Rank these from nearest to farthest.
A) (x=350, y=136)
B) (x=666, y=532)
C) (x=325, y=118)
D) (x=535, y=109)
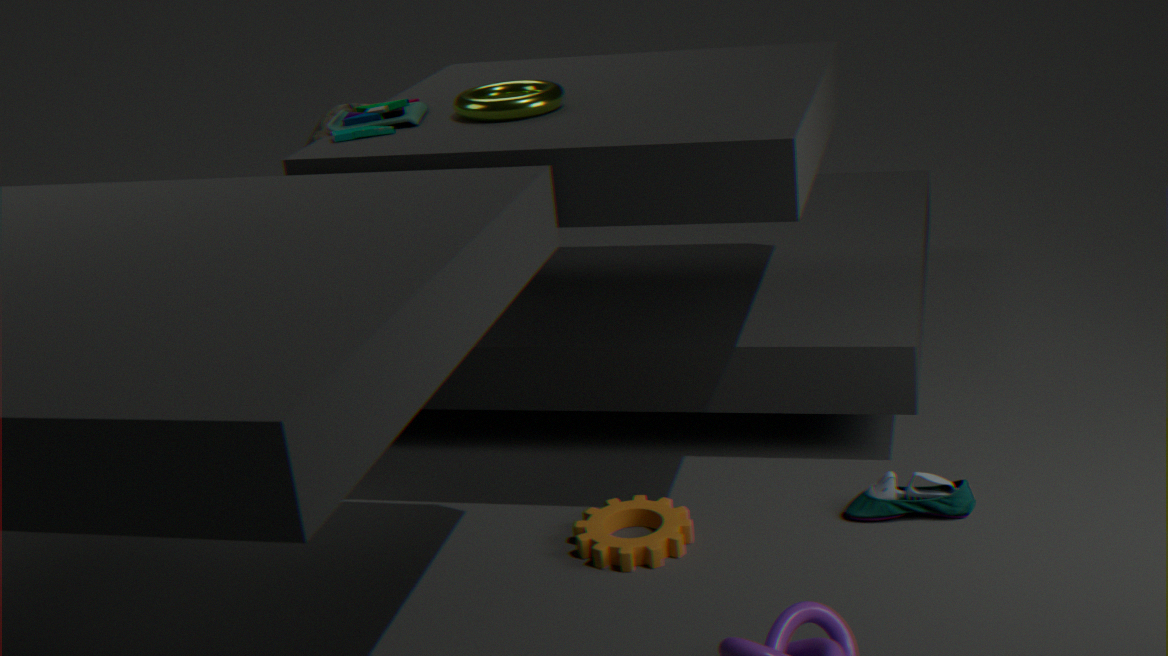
1. (x=666, y=532)
2. (x=350, y=136)
3. (x=535, y=109)
4. (x=325, y=118)
